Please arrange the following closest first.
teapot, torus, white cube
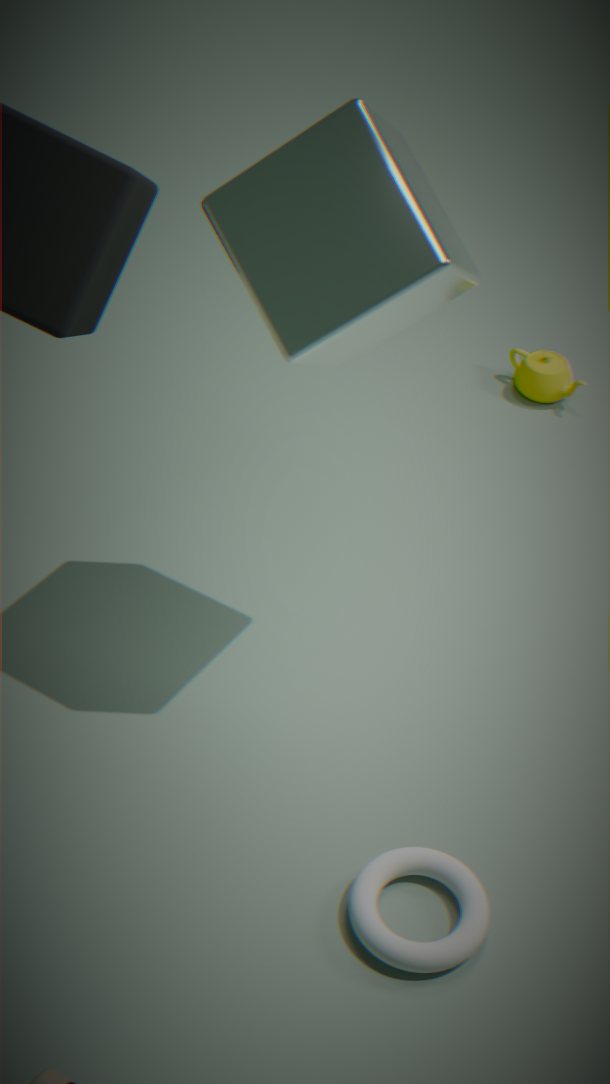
white cube < torus < teapot
